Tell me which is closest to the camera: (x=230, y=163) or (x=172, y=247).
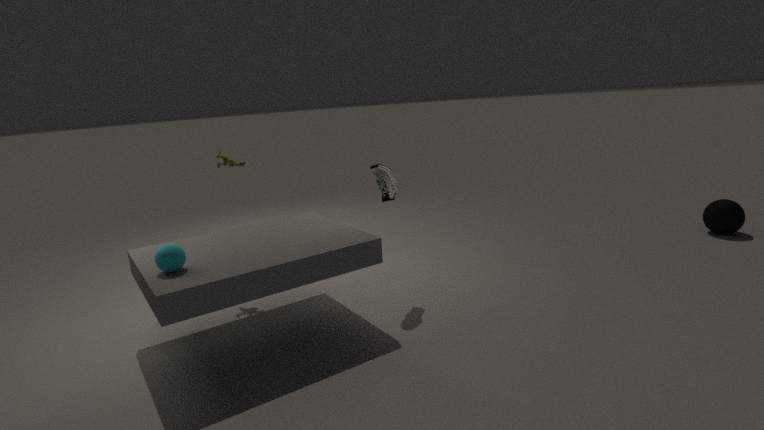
(x=172, y=247)
